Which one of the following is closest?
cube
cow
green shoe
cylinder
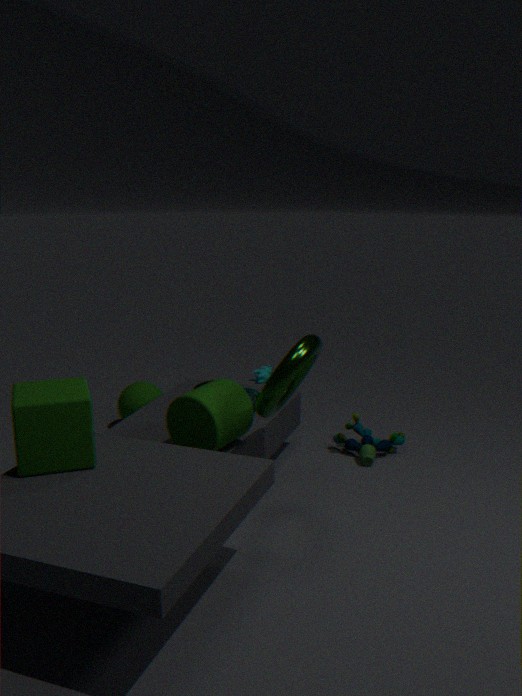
cube
